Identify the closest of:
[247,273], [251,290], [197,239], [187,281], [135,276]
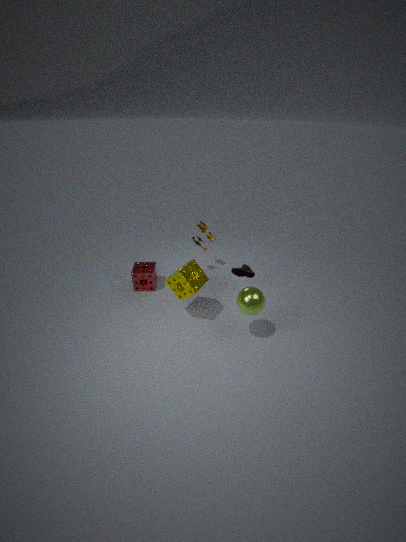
[251,290]
